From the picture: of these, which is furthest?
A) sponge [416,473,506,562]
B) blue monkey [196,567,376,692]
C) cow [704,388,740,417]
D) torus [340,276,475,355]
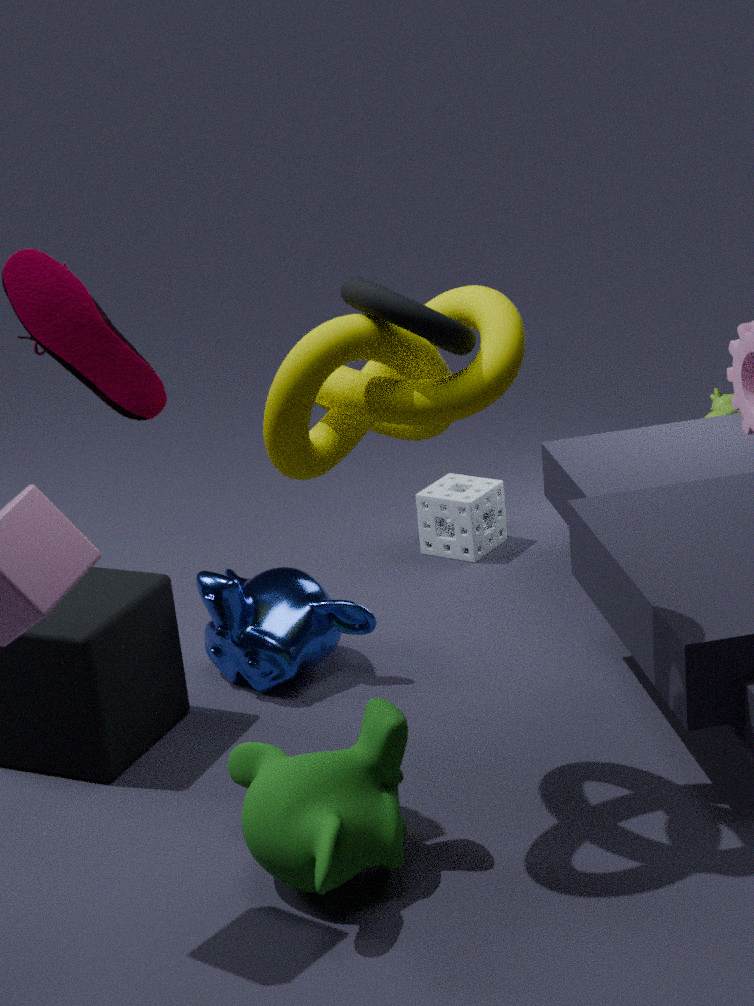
cow [704,388,740,417]
